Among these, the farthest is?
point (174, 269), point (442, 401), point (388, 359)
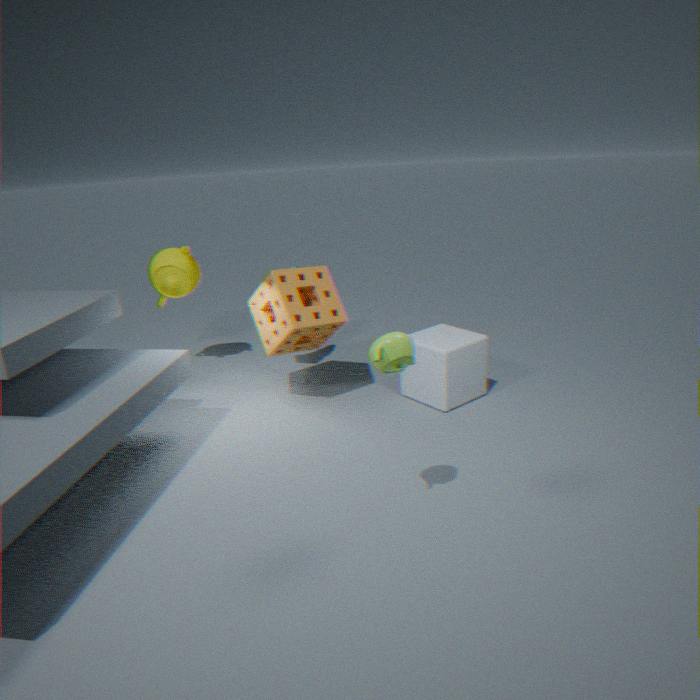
point (174, 269)
